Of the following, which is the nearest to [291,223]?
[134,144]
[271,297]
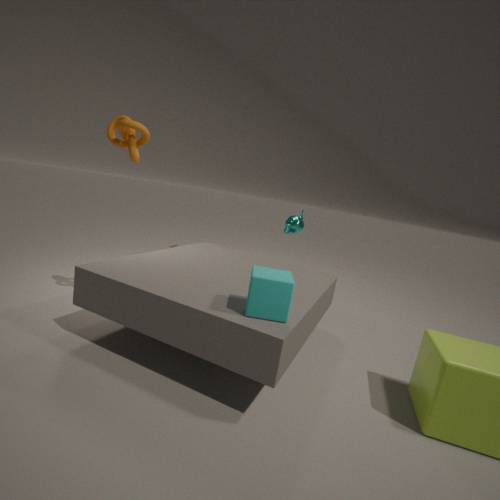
[271,297]
